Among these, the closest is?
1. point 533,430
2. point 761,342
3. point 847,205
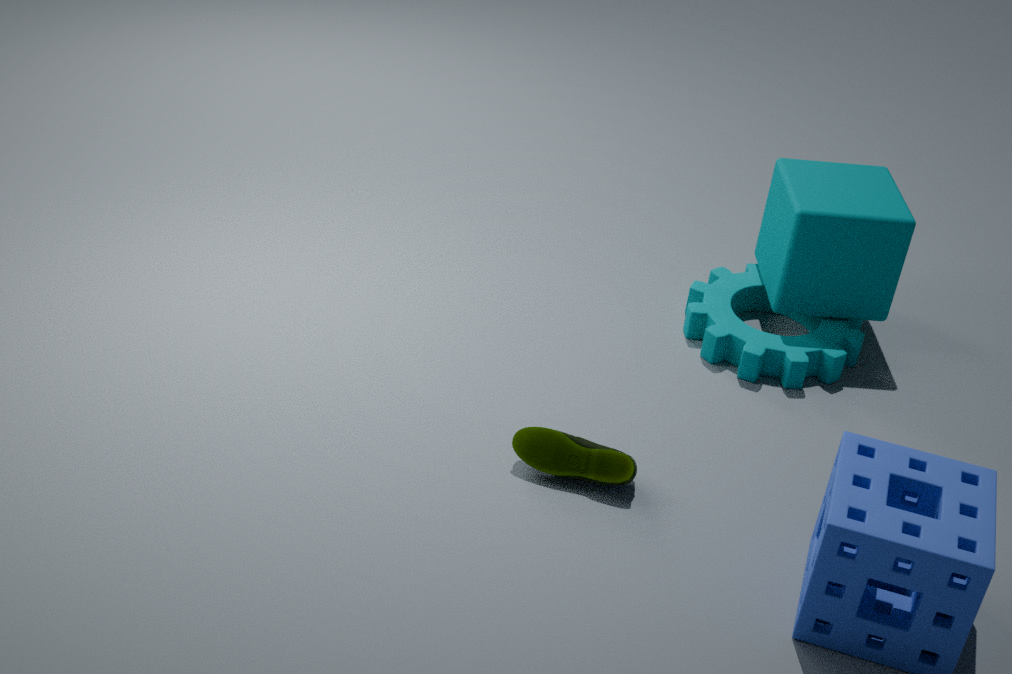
point 533,430
